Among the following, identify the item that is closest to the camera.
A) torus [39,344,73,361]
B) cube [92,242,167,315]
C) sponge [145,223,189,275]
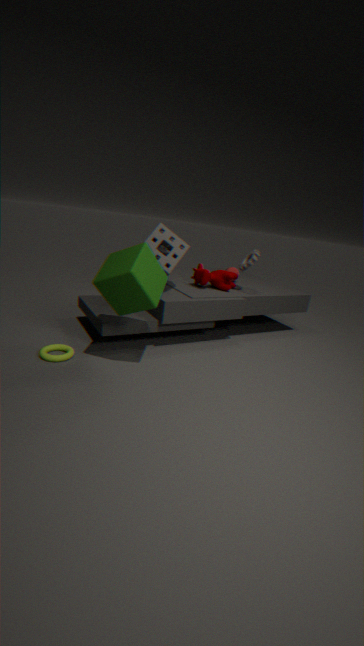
cube [92,242,167,315]
